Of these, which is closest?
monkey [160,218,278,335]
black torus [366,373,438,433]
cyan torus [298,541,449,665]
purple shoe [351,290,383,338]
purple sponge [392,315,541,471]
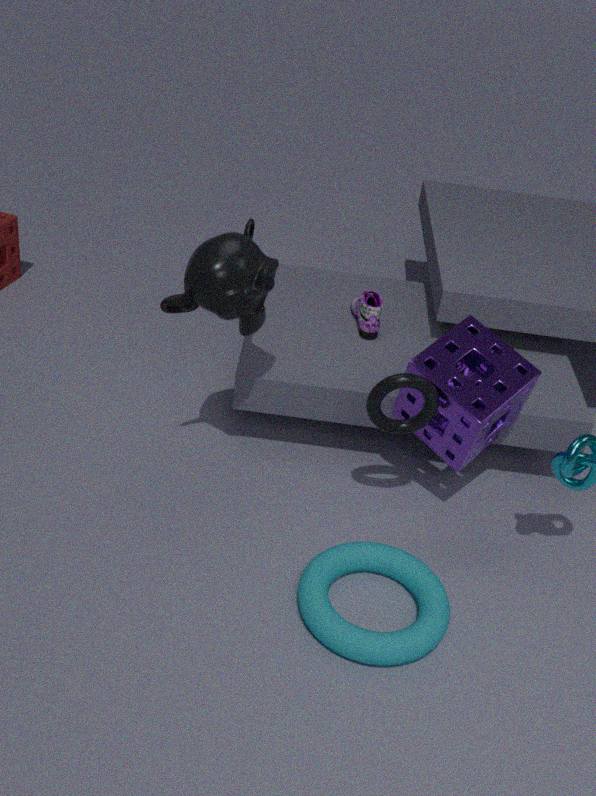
cyan torus [298,541,449,665]
